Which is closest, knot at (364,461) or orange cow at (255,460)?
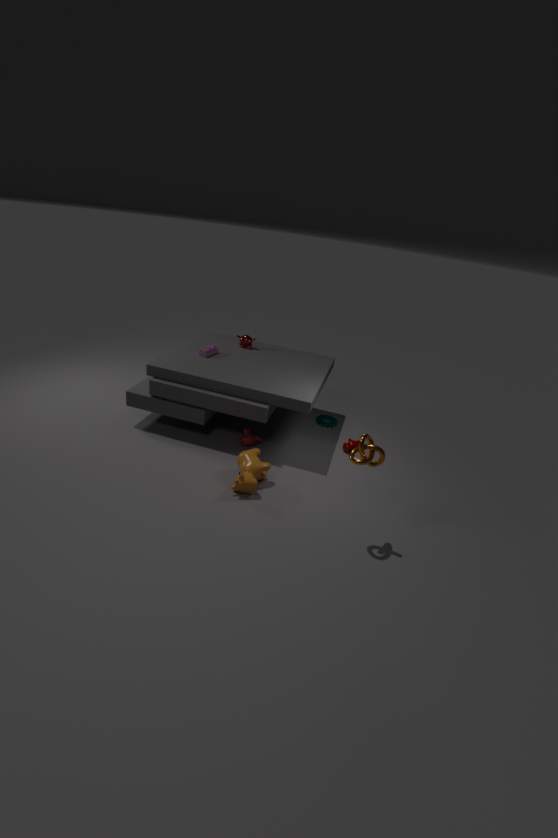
knot at (364,461)
